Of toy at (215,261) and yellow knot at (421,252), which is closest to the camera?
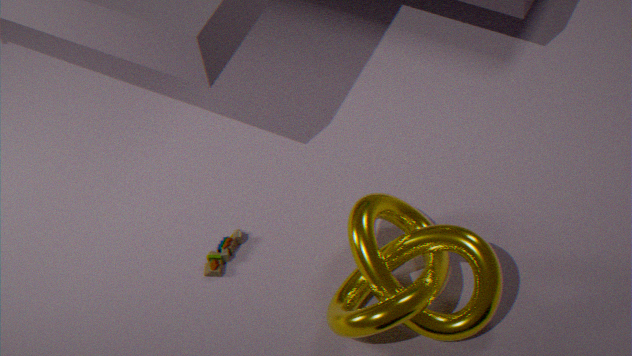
yellow knot at (421,252)
